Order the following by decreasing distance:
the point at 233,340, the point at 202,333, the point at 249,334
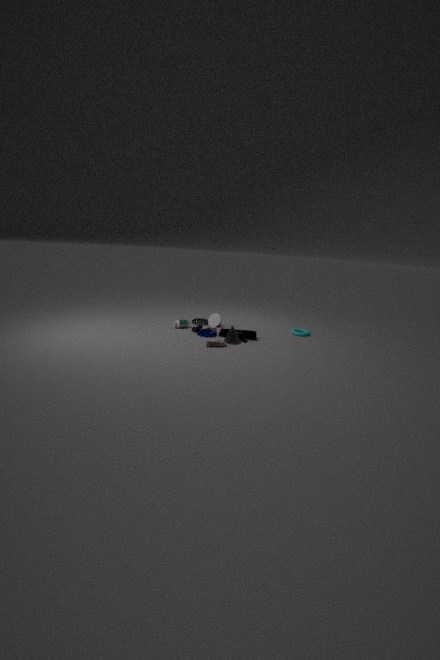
1. the point at 249,334
2. the point at 202,333
3. the point at 233,340
